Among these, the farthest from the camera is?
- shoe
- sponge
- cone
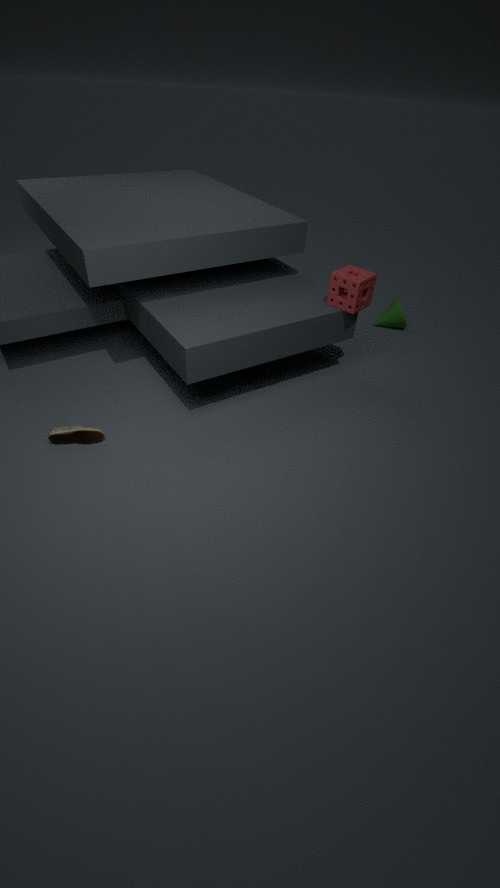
cone
